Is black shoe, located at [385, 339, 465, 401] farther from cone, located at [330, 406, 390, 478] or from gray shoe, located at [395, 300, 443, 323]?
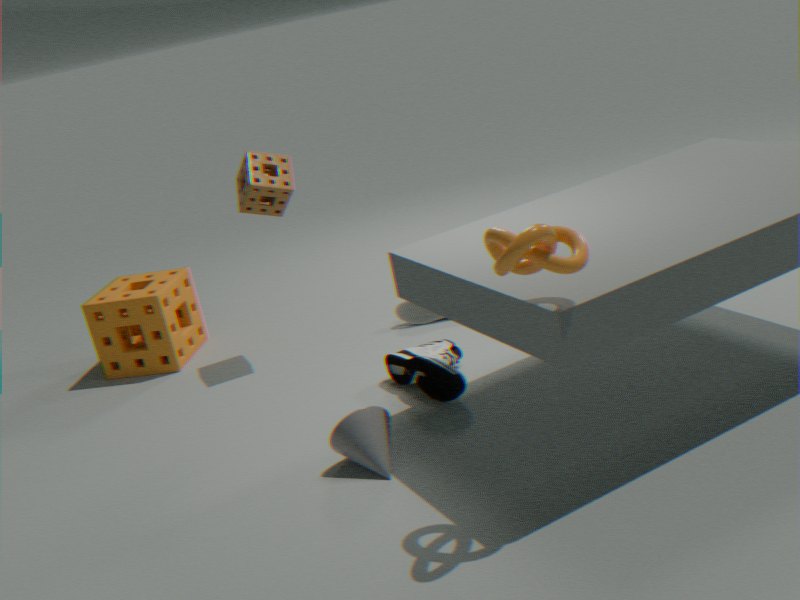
gray shoe, located at [395, 300, 443, 323]
